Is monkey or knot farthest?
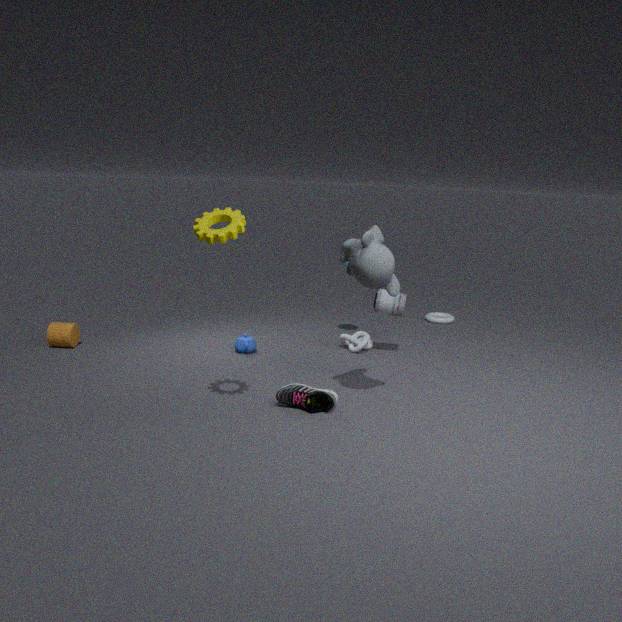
knot
